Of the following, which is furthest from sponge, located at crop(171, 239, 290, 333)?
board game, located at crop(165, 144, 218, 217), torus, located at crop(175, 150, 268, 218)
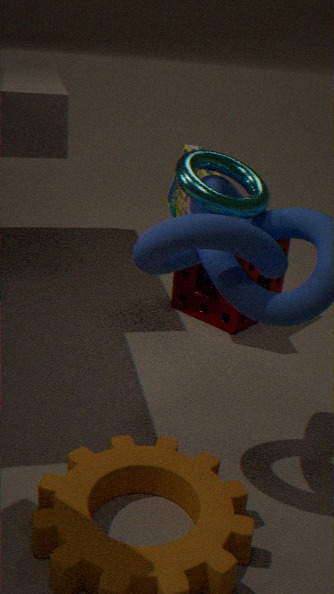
torus, located at crop(175, 150, 268, 218)
